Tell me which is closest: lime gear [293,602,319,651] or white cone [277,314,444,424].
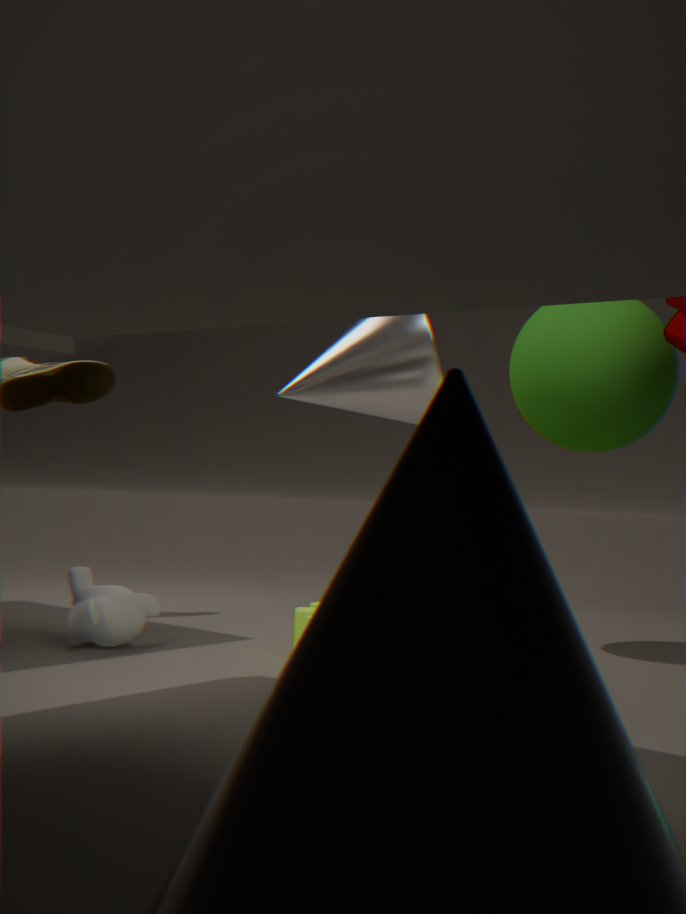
lime gear [293,602,319,651]
